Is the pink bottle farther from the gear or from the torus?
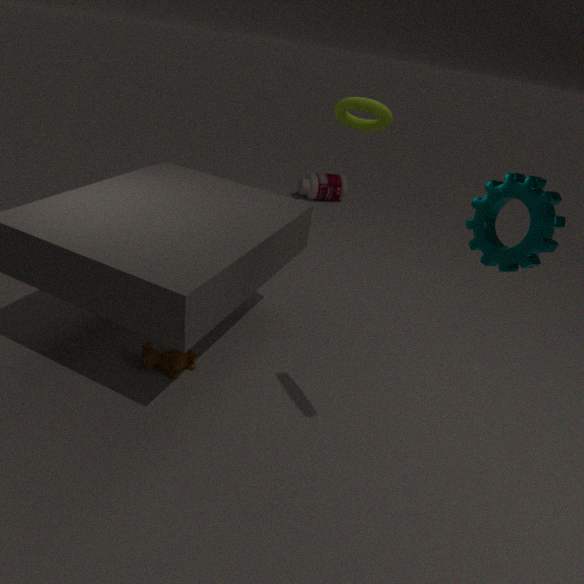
the gear
